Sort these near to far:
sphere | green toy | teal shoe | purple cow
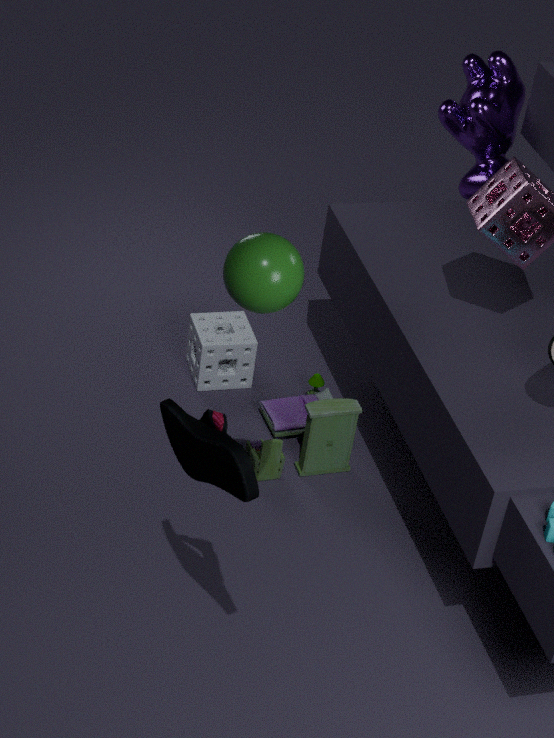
teal shoe
sphere
green toy
purple cow
